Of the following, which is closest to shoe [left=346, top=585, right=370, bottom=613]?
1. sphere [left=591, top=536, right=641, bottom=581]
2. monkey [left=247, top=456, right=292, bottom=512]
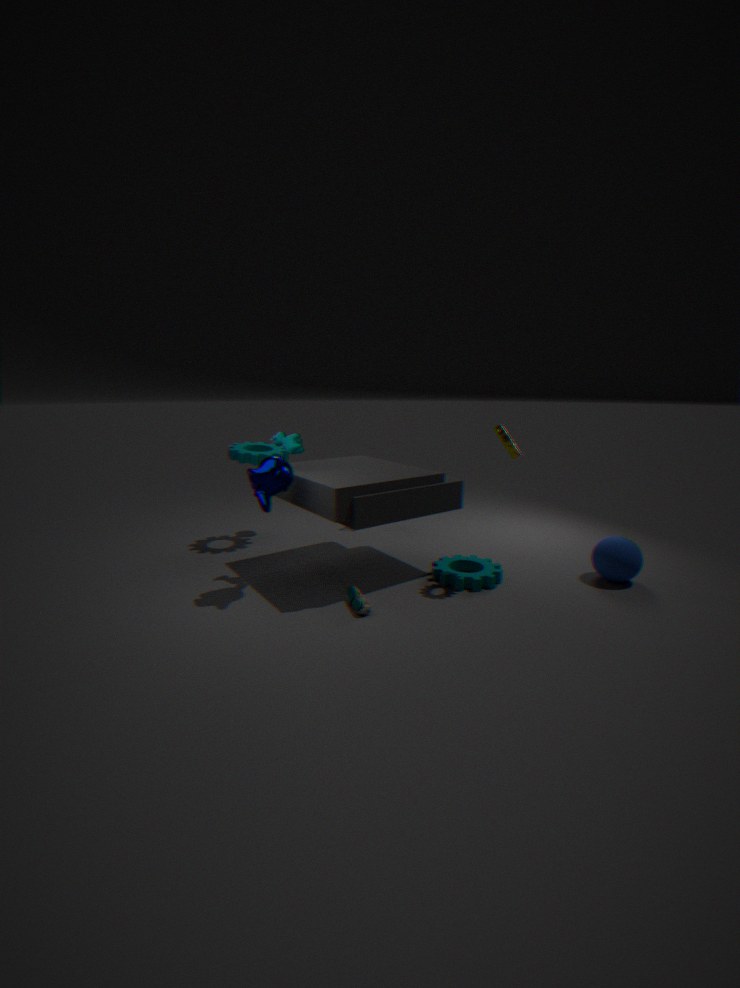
monkey [left=247, top=456, right=292, bottom=512]
